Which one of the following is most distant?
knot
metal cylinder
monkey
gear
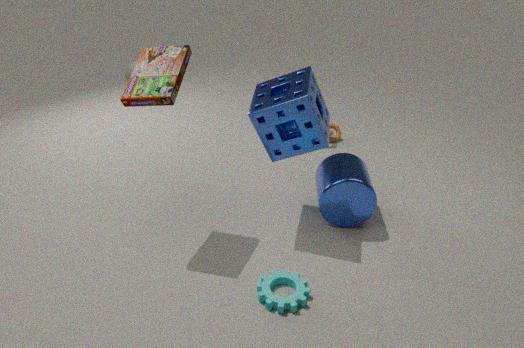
monkey
